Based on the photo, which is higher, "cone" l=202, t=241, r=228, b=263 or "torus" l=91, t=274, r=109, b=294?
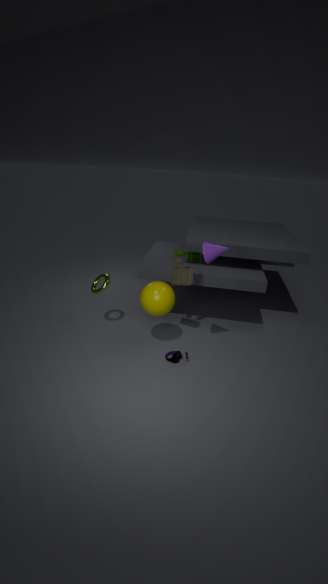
"cone" l=202, t=241, r=228, b=263
